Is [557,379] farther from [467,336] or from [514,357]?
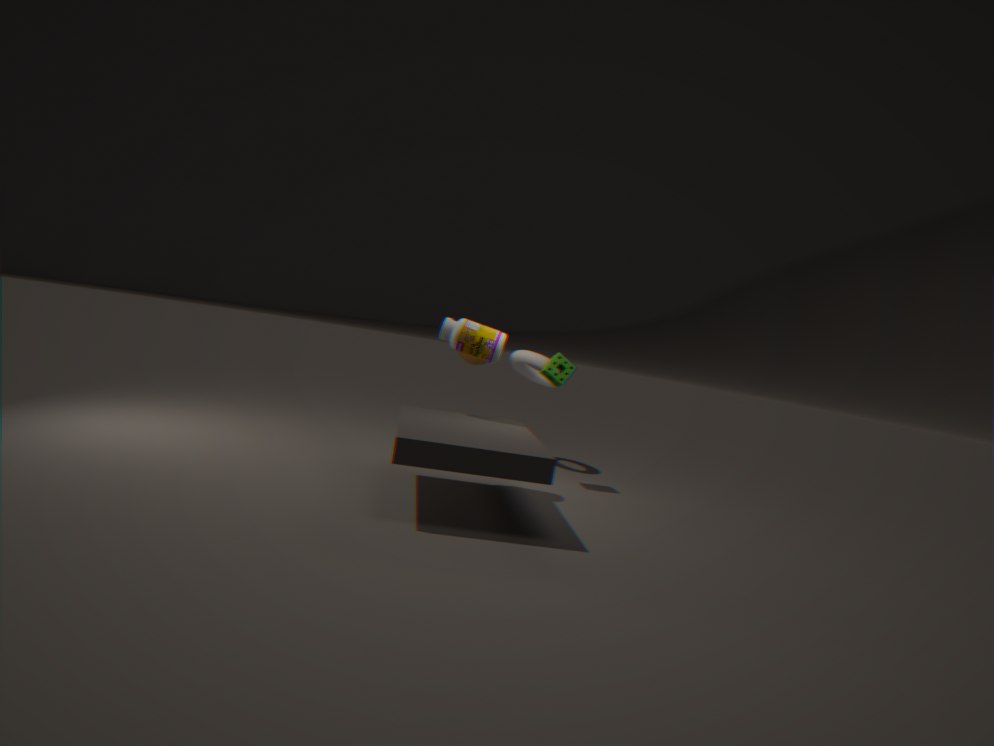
[467,336]
